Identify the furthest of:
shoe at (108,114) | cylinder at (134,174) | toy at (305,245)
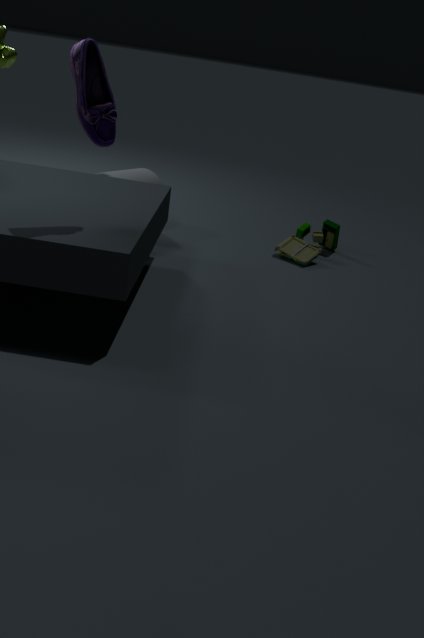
toy at (305,245)
